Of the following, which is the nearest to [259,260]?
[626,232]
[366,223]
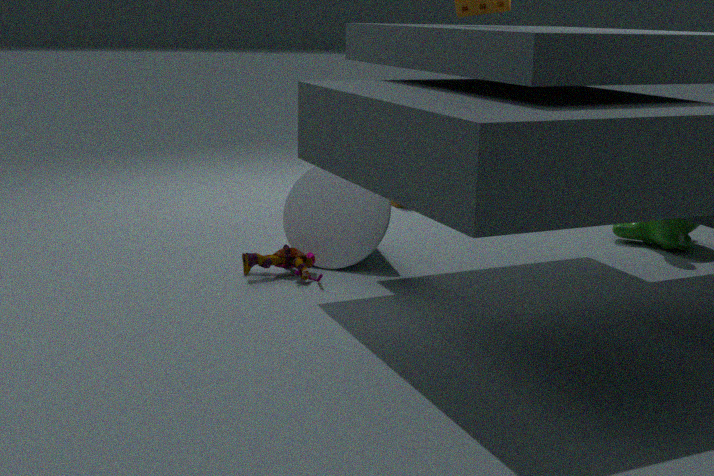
[366,223]
